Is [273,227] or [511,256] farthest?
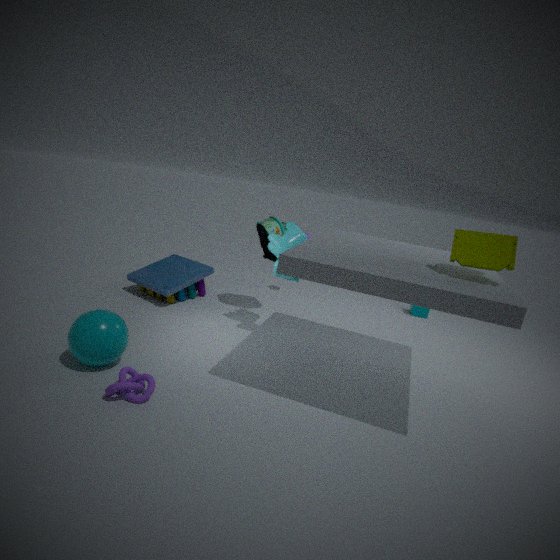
[273,227]
